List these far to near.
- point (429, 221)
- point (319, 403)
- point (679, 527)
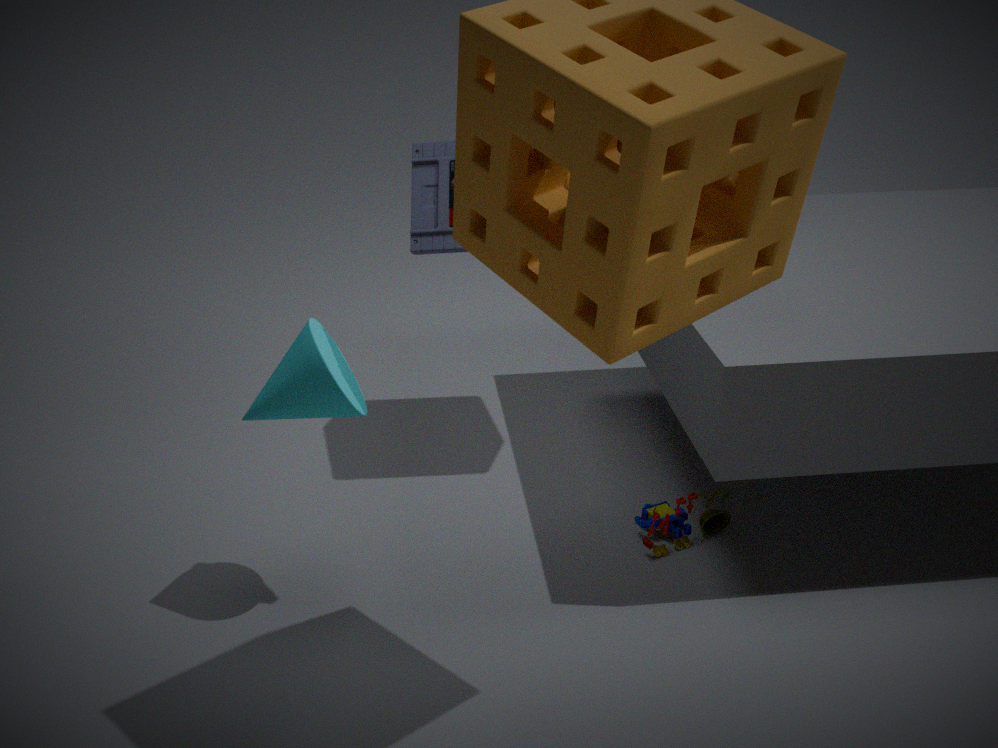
point (679, 527)
point (319, 403)
point (429, 221)
